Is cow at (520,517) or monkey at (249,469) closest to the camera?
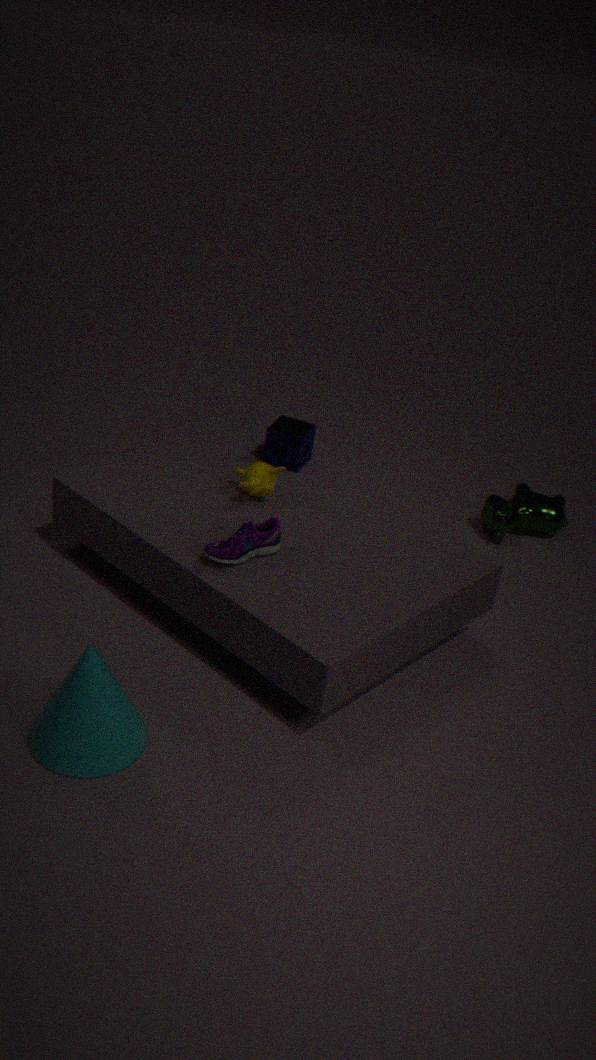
monkey at (249,469)
